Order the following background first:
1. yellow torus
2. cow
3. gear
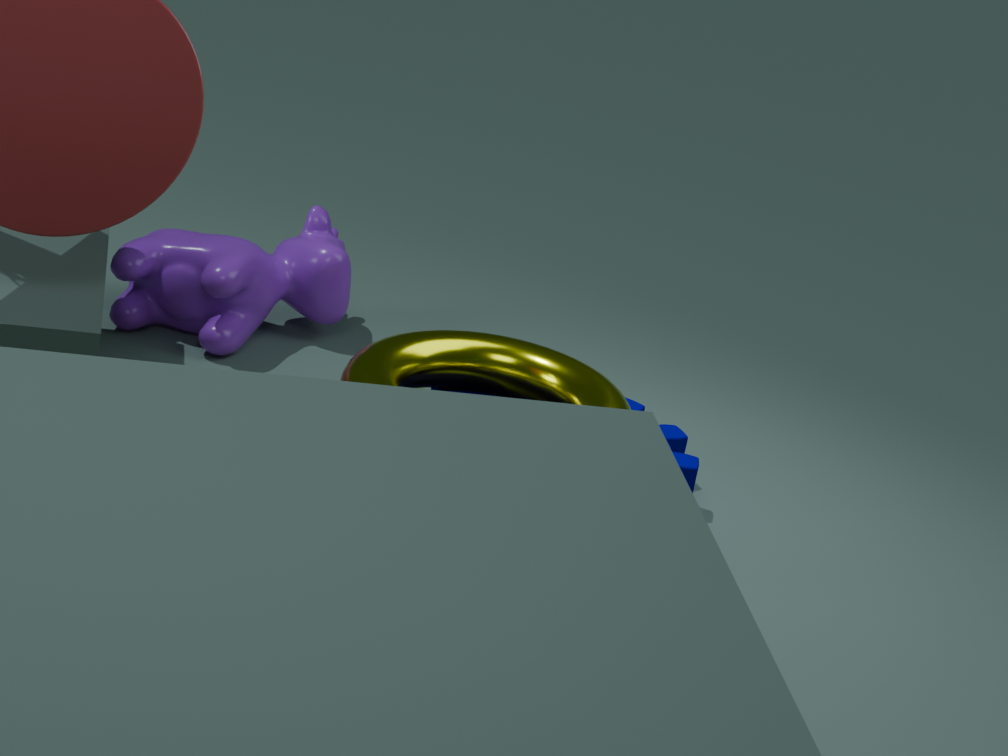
1. cow
2. gear
3. yellow torus
